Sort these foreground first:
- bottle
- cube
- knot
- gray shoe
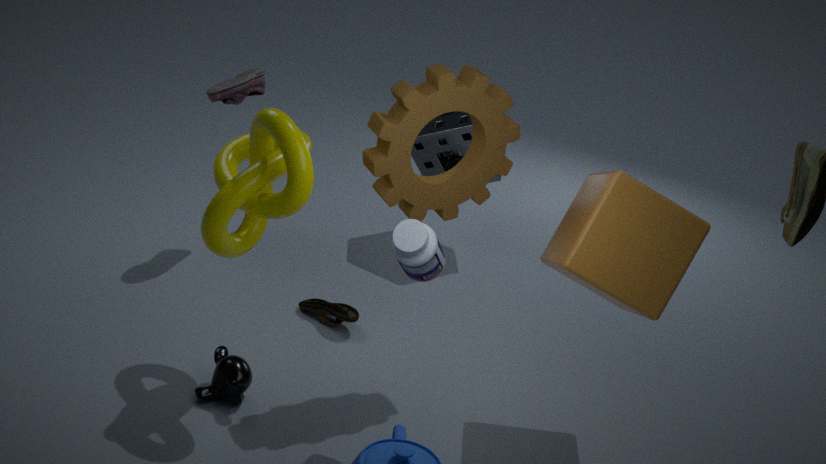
bottle, knot, cube, gray shoe
